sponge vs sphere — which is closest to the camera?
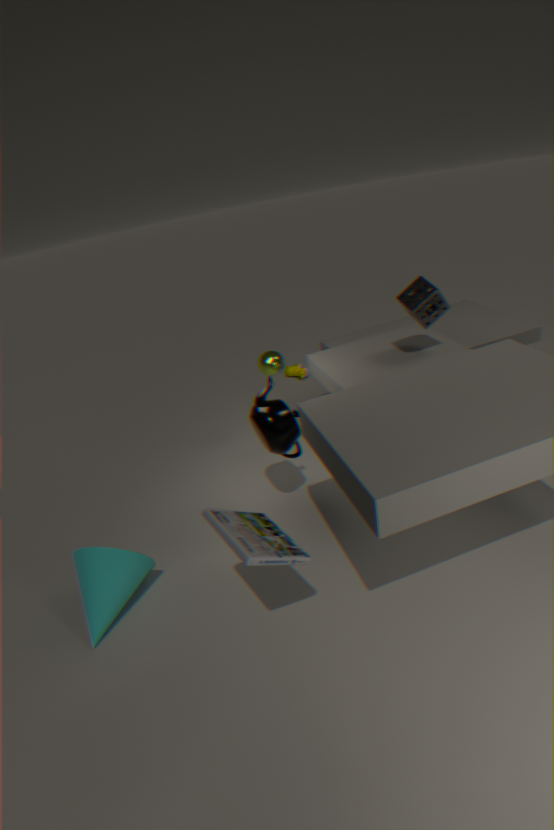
sponge
